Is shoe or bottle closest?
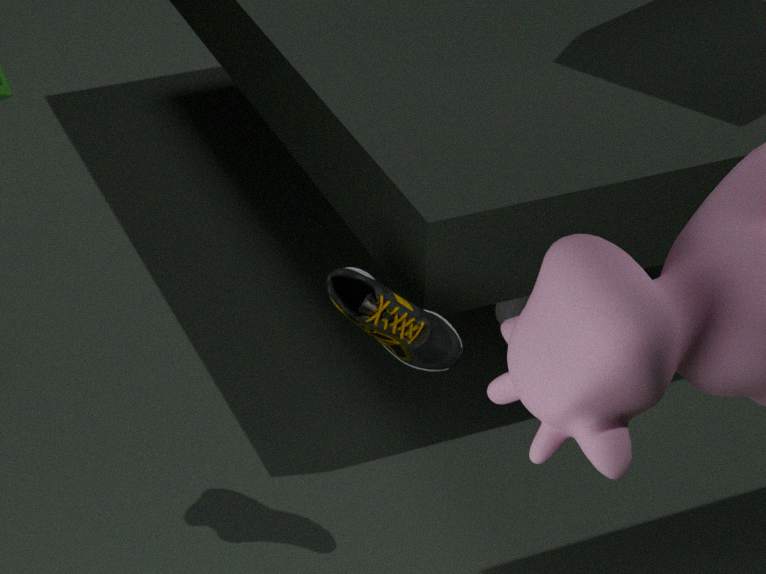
shoe
